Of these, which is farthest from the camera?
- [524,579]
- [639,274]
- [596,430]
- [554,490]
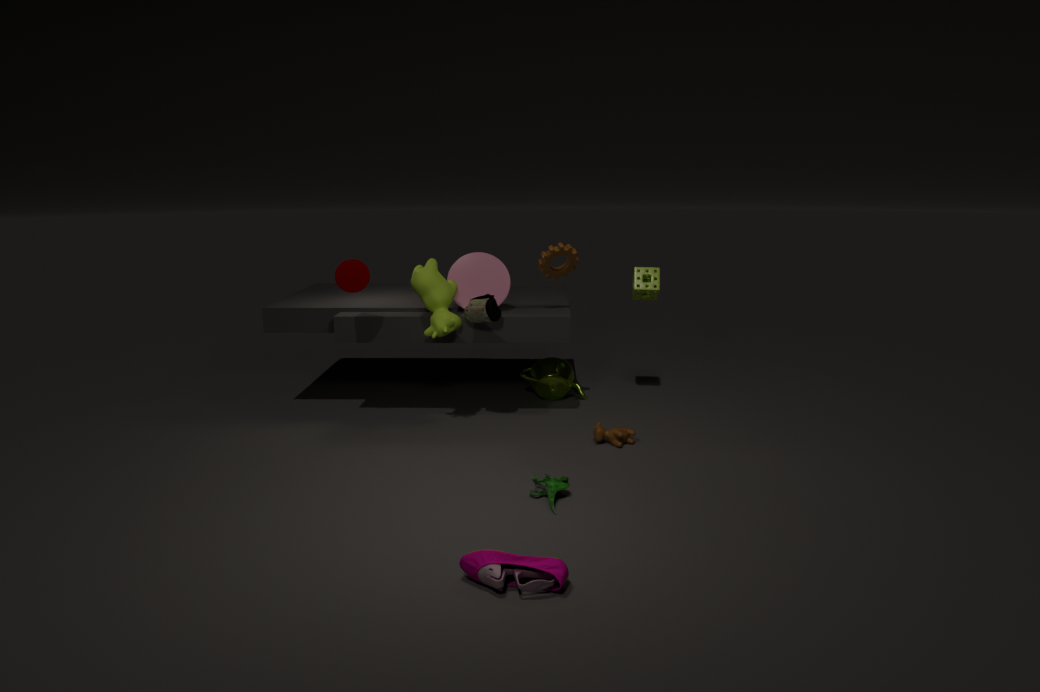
[639,274]
